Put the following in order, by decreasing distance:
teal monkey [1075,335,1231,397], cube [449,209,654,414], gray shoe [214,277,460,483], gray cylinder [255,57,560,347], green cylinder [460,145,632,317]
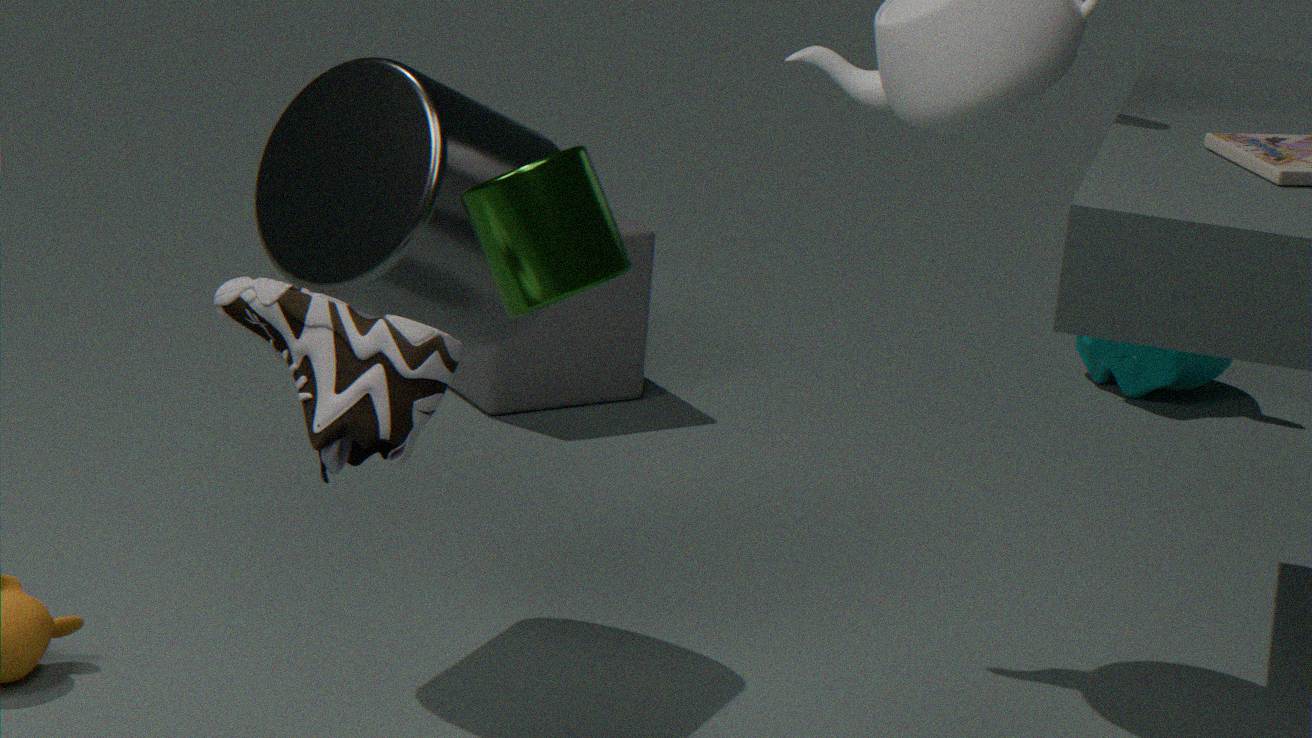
teal monkey [1075,335,1231,397], cube [449,209,654,414], gray cylinder [255,57,560,347], green cylinder [460,145,632,317], gray shoe [214,277,460,483]
